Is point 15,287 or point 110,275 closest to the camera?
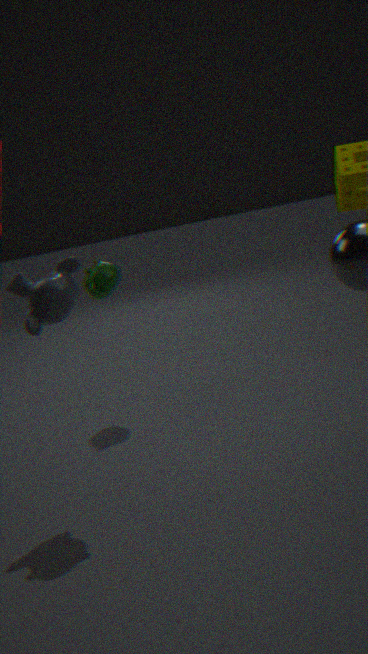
point 15,287
